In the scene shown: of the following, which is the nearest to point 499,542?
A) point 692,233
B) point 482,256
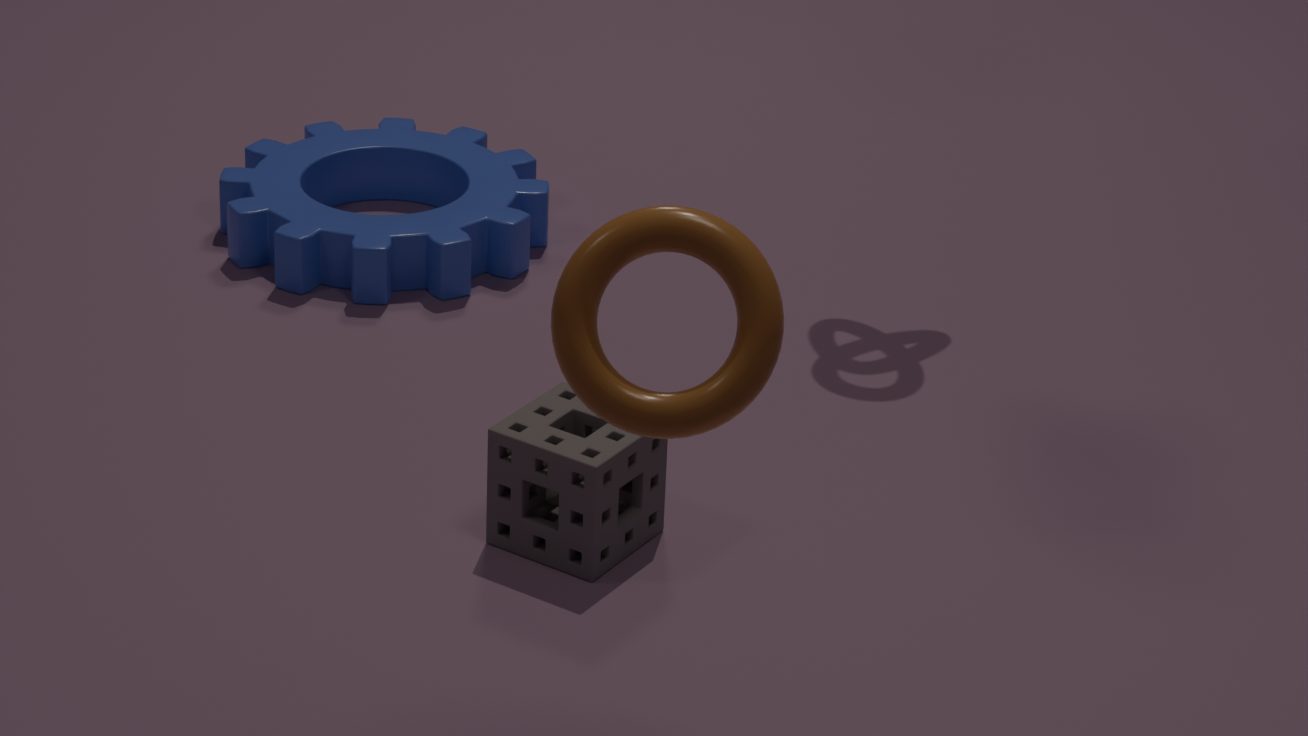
point 692,233
